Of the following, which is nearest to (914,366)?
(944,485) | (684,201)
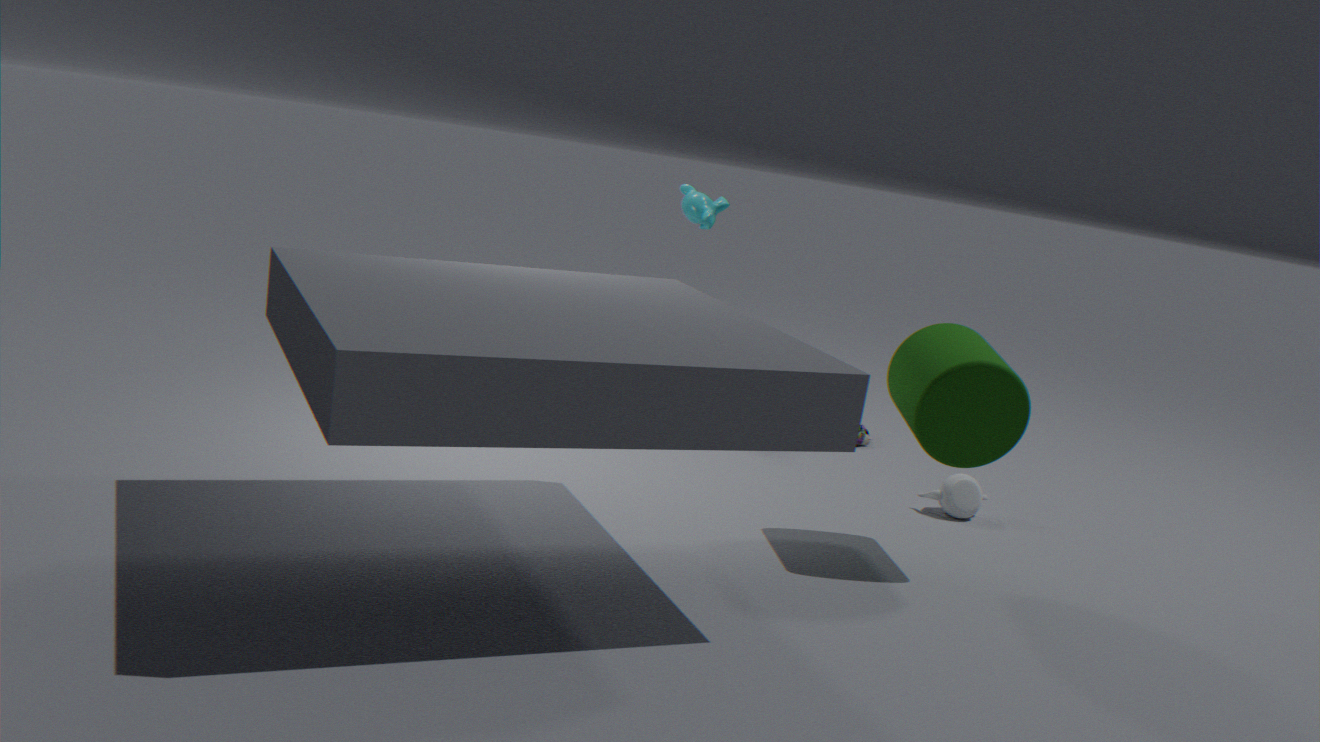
(944,485)
